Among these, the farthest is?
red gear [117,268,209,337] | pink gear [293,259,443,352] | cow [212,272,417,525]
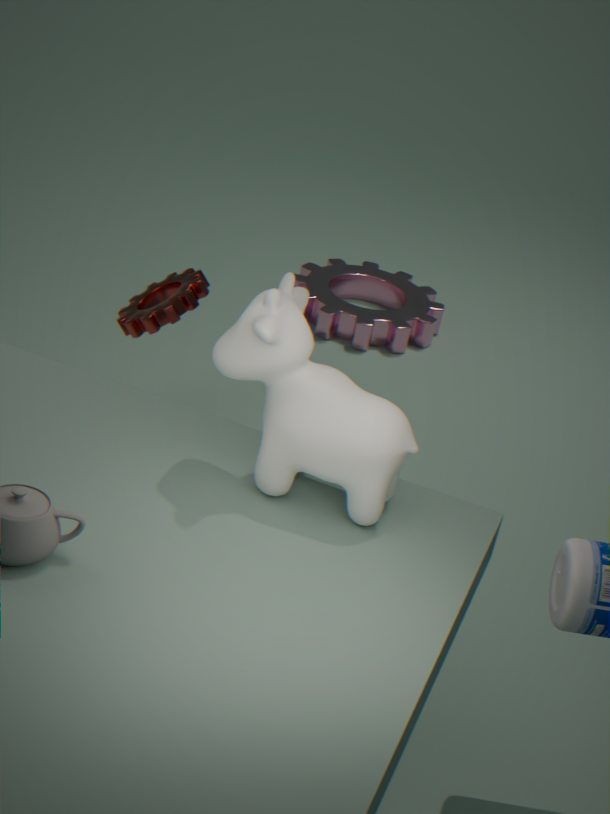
pink gear [293,259,443,352]
